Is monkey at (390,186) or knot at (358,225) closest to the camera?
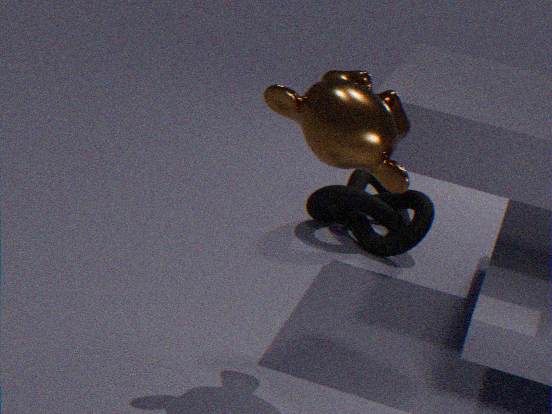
monkey at (390,186)
